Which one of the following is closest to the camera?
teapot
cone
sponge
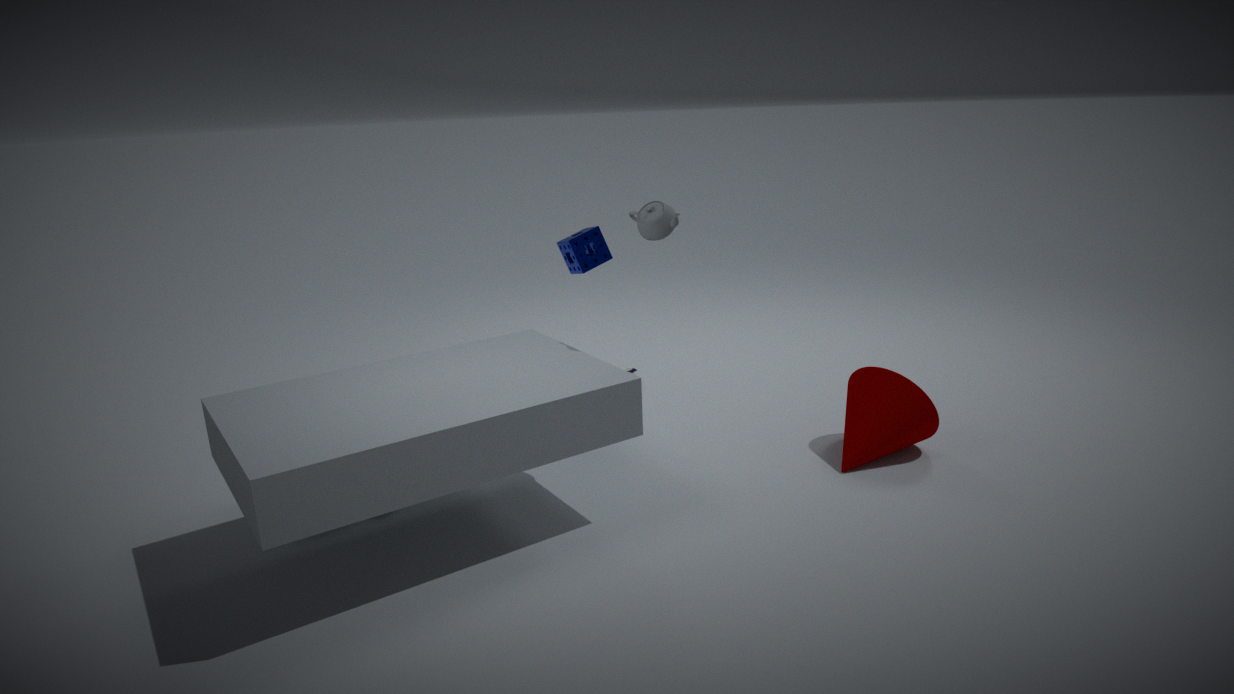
teapot
